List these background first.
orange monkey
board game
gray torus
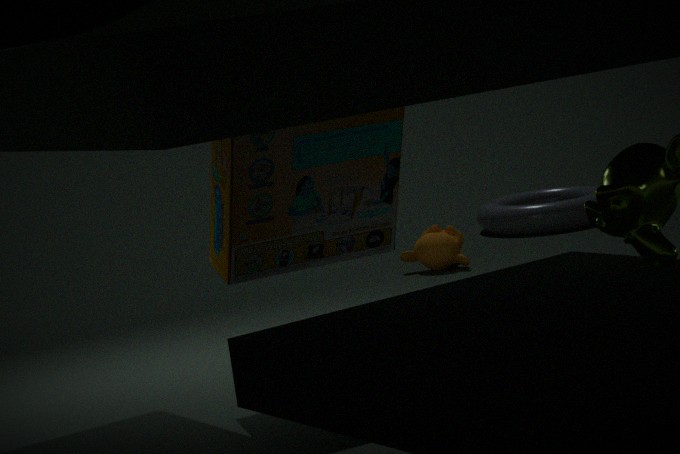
gray torus → orange monkey → board game
